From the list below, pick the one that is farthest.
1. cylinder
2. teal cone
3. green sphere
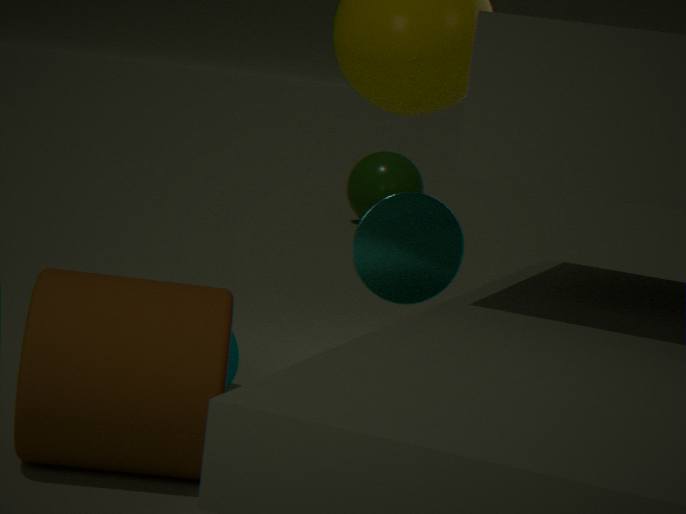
green sphere
